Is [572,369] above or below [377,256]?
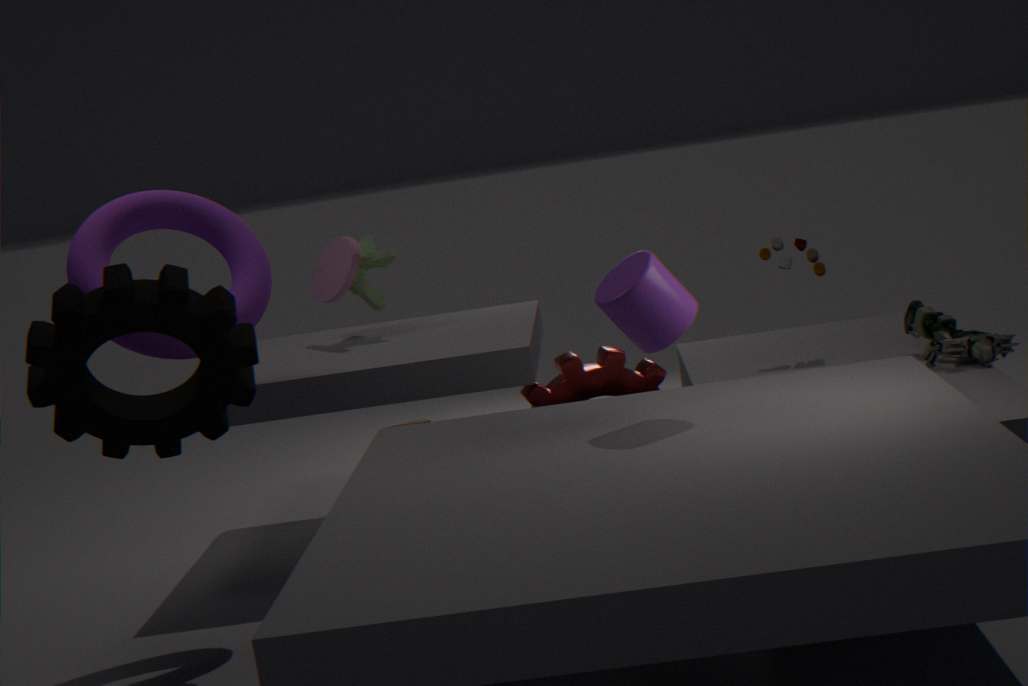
below
